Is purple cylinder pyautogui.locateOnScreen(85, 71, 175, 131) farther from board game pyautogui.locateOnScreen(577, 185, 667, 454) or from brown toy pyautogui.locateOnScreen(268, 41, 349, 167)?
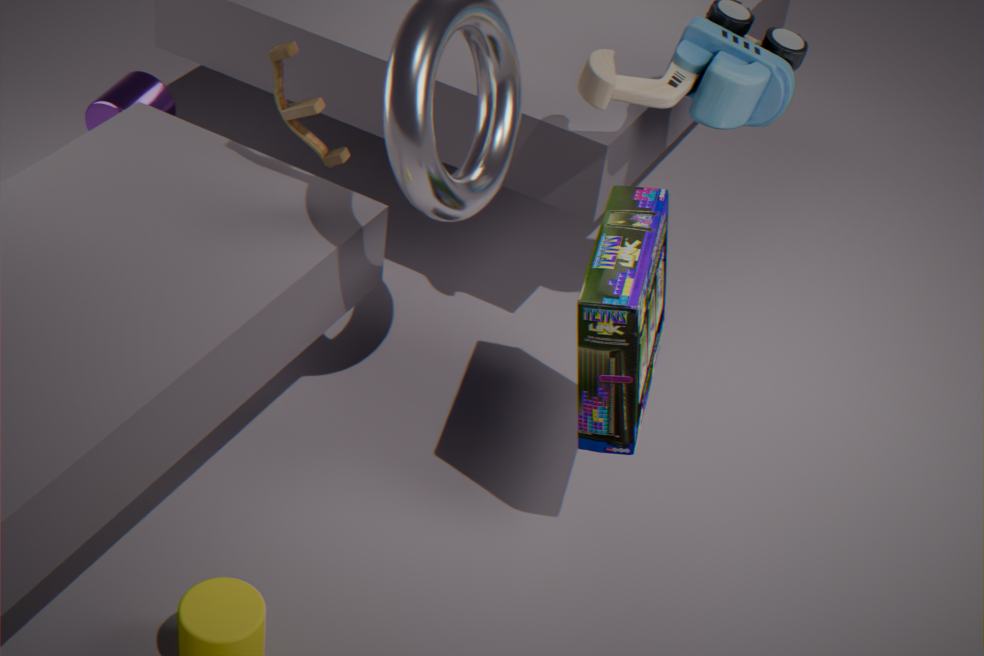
board game pyautogui.locateOnScreen(577, 185, 667, 454)
